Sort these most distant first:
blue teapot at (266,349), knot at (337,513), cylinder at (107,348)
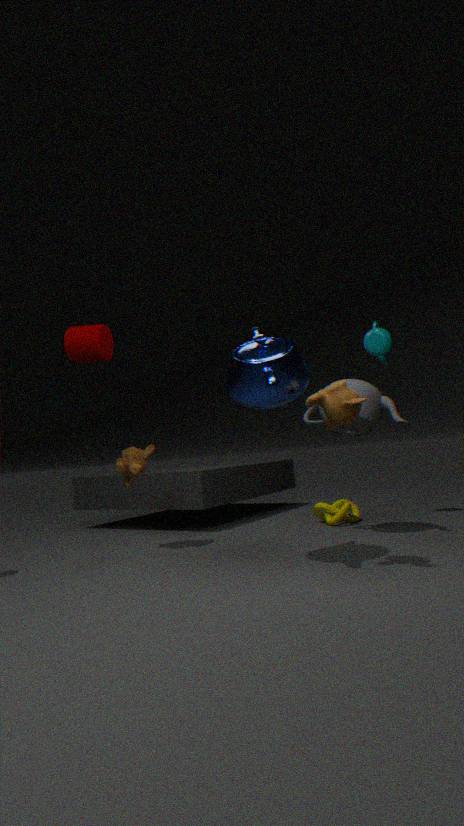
knot at (337,513)
cylinder at (107,348)
blue teapot at (266,349)
